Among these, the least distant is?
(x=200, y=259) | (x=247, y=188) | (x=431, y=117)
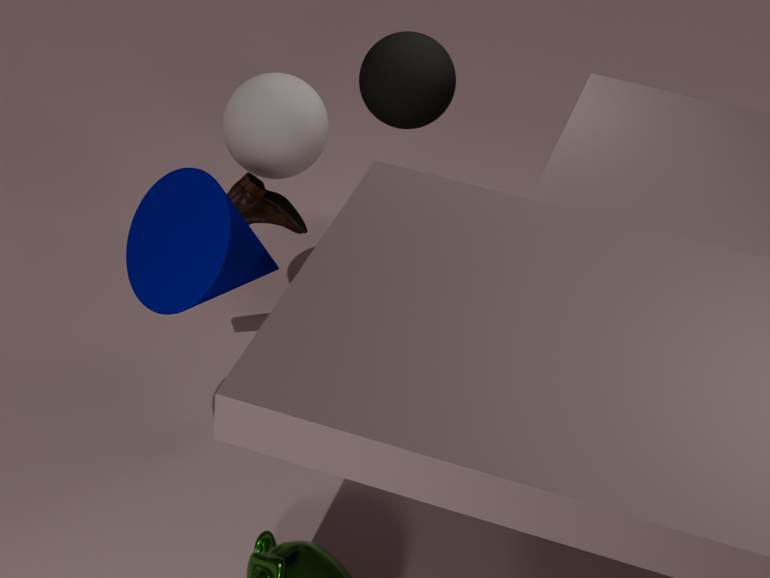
(x=200, y=259)
